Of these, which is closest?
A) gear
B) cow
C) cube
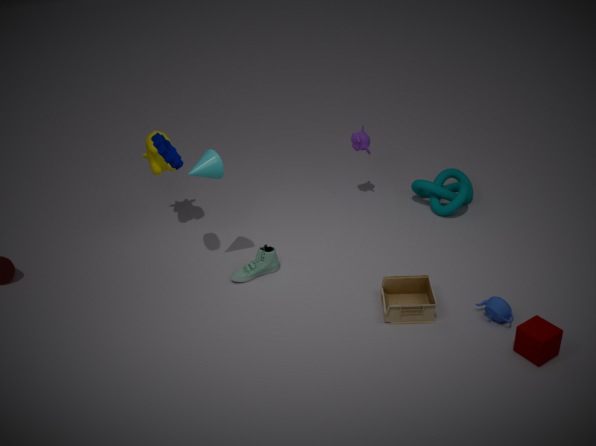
cube
